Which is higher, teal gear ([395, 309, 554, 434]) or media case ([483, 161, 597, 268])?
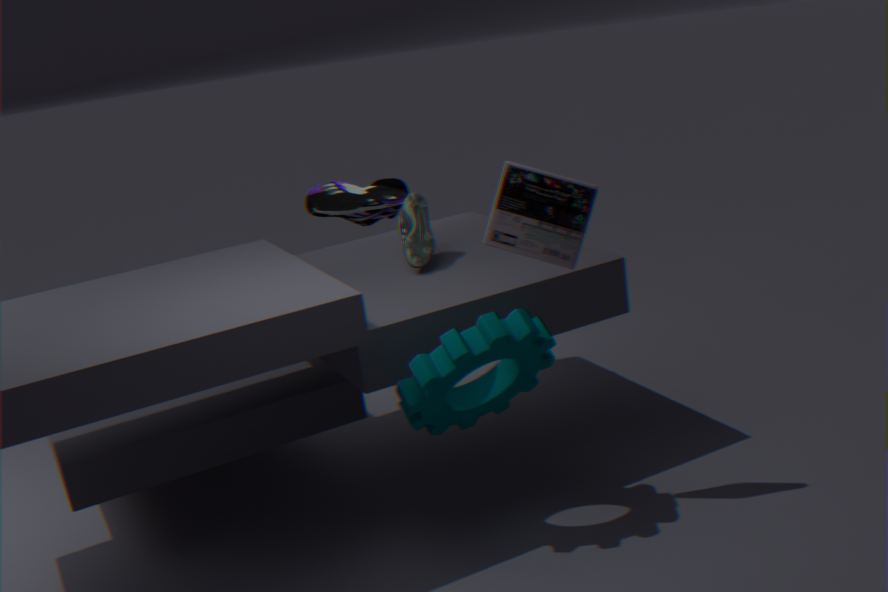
media case ([483, 161, 597, 268])
